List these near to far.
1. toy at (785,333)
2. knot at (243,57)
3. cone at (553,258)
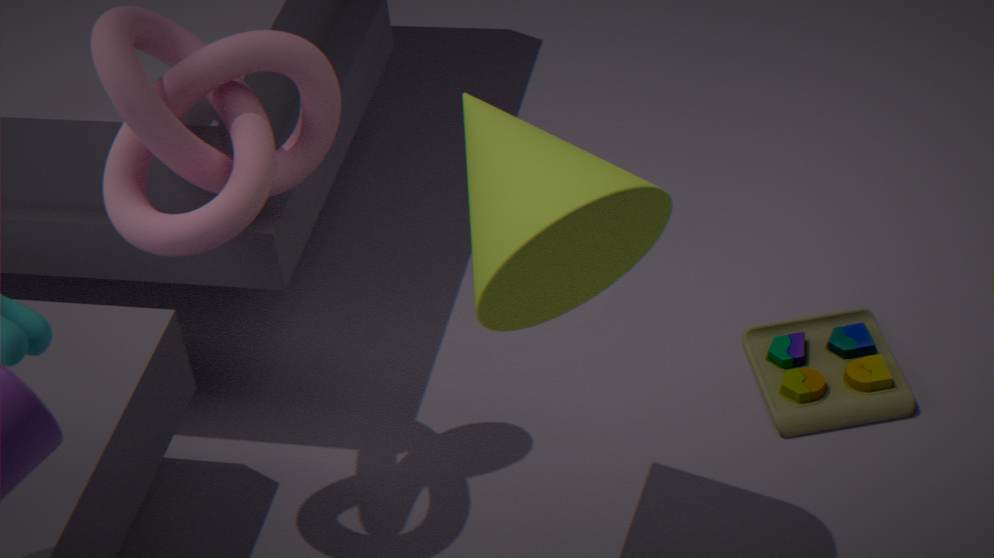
cone at (553,258)
knot at (243,57)
toy at (785,333)
